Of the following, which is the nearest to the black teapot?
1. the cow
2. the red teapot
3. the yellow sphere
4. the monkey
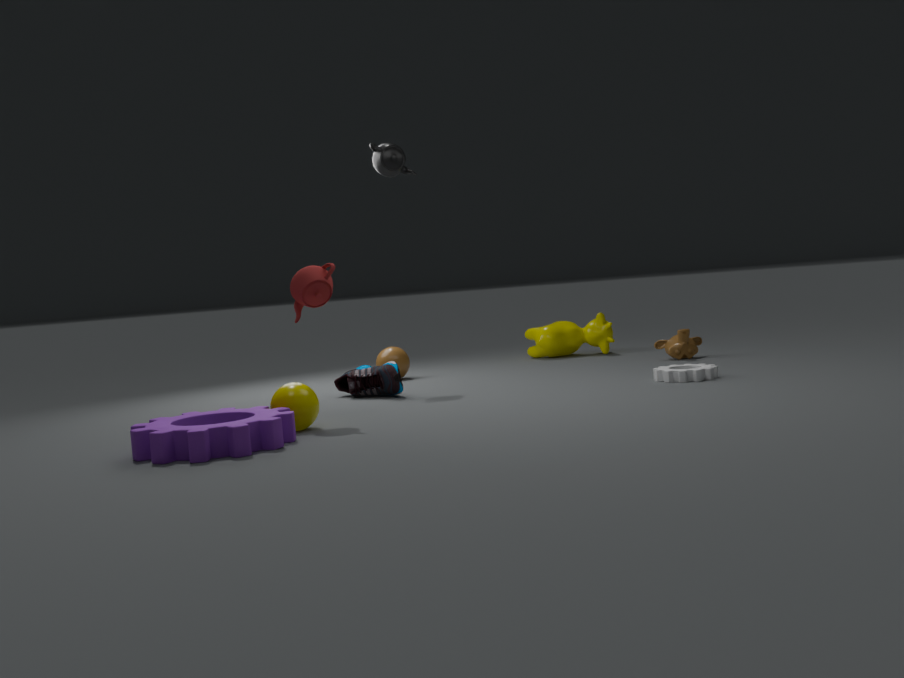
the red teapot
